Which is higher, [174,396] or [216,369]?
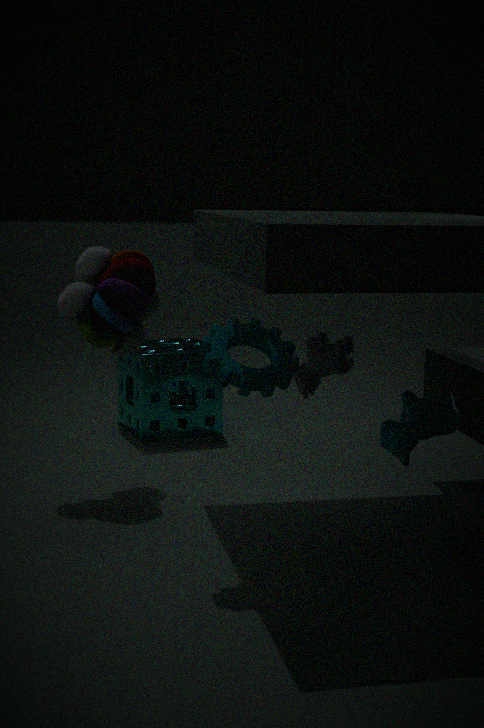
[216,369]
